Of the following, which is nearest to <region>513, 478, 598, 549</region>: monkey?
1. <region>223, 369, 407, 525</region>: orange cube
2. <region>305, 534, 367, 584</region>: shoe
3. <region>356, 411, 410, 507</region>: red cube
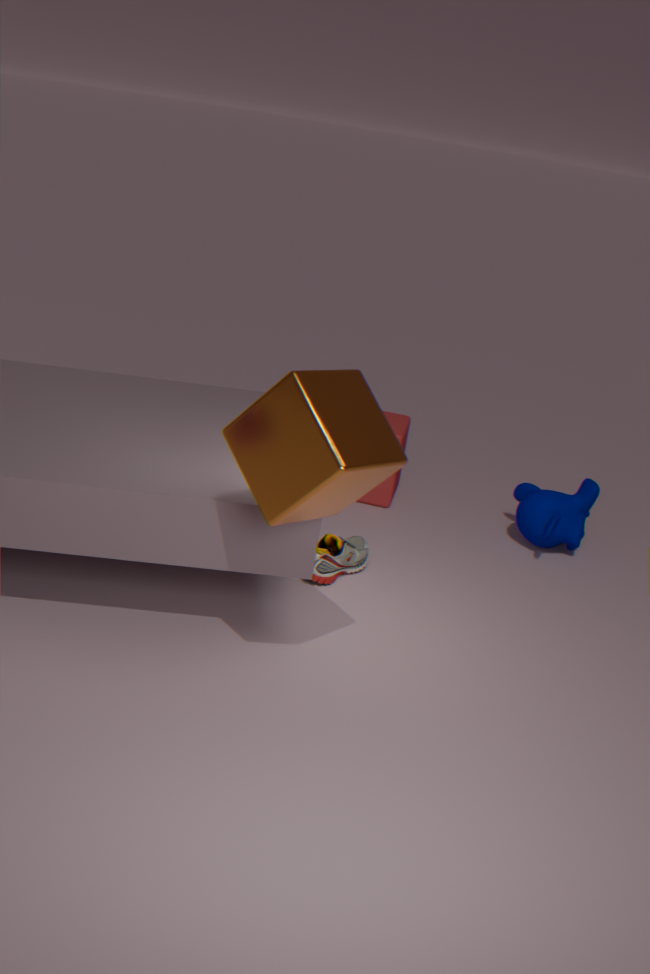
<region>356, 411, 410, 507</region>: red cube
